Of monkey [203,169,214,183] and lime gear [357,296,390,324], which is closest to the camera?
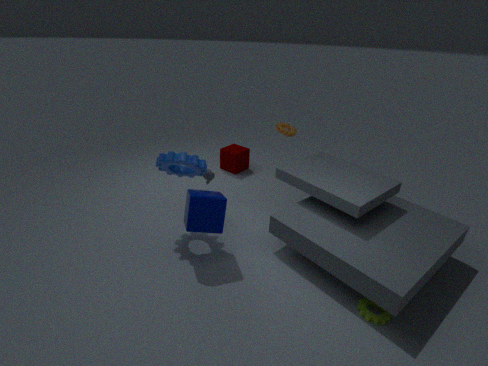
lime gear [357,296,390,324]
